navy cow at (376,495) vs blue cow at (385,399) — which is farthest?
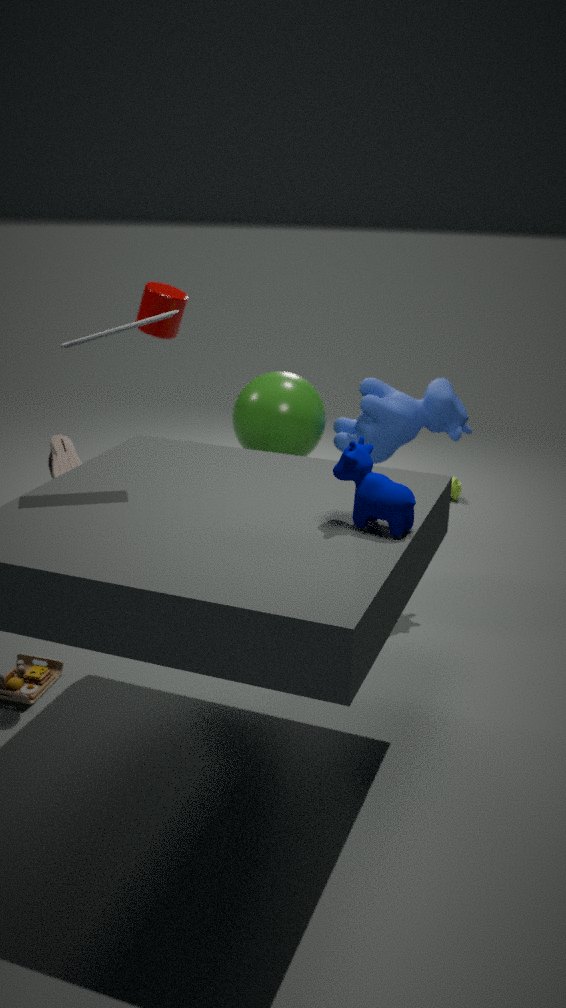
blue cow at (385,399)
